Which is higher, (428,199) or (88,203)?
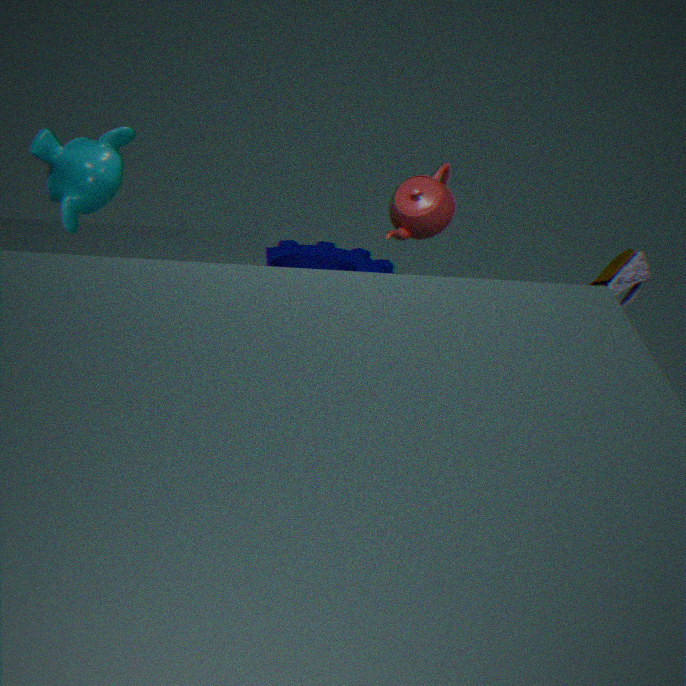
(88,203)
